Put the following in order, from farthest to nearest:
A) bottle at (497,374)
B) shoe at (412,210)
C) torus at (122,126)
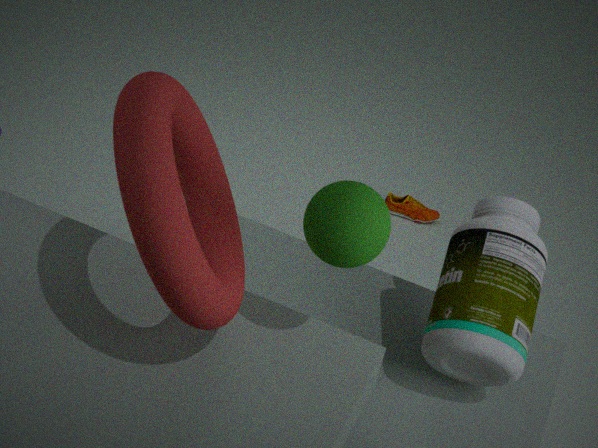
shoe at (412,210)
bottle at (497,374)
torus at (122,126)
